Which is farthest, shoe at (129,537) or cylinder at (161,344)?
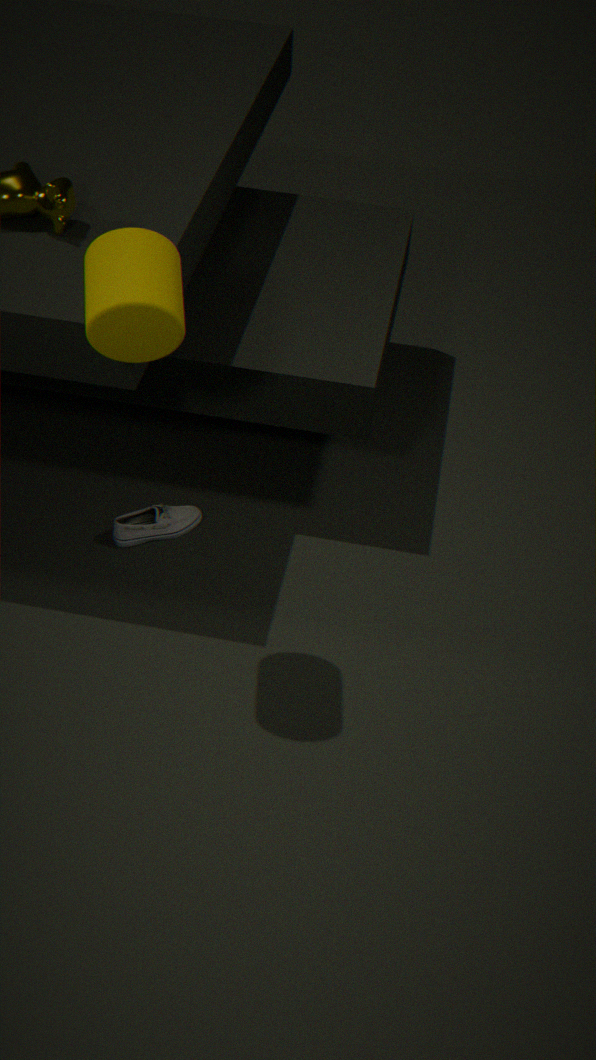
shoe at (129,537)
